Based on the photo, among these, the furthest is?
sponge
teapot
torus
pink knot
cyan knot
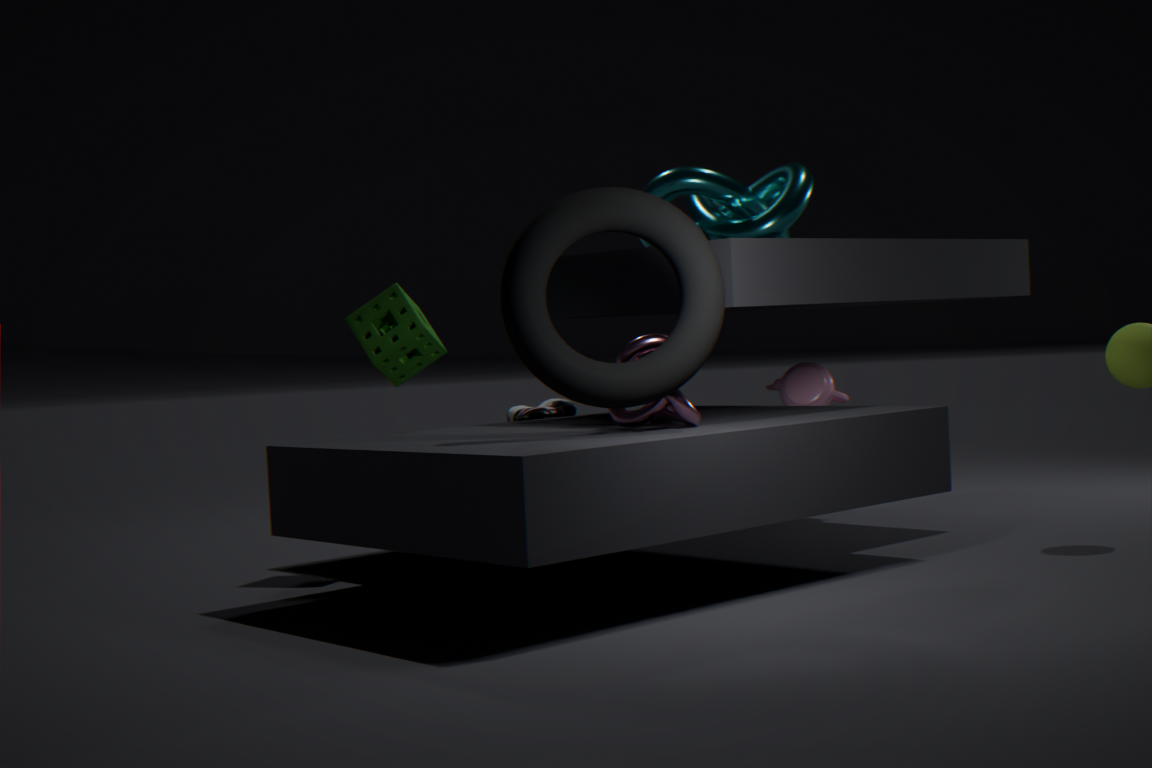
teapot
